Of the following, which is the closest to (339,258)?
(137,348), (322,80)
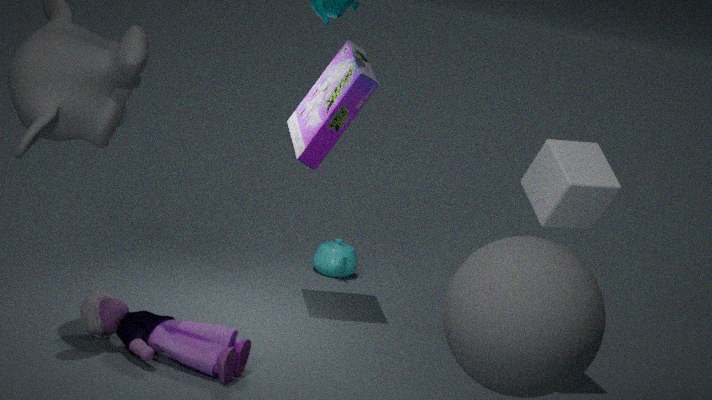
(322,80)
